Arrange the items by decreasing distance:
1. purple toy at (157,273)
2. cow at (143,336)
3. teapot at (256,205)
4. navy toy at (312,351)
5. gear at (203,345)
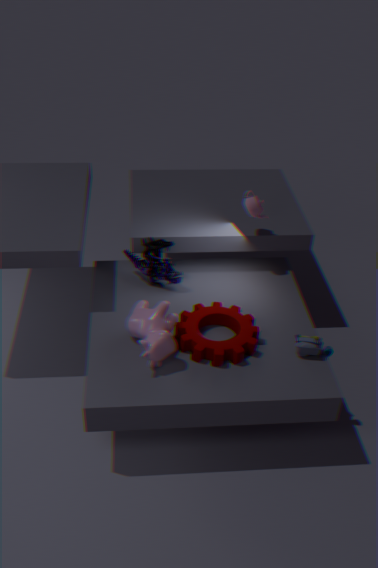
teapot at (256,205)
purple toy at (157,273)
navy toy at (312,351)
gear at (203,345)
cow at (143,336)
